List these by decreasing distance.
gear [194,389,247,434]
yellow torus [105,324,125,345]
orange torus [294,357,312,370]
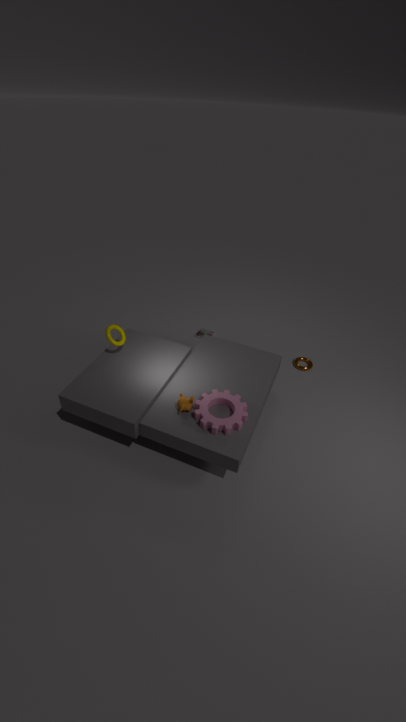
orange torus [294,357,312,370], yellow torus [105,324,125,345], gear [194,389,247,434]
